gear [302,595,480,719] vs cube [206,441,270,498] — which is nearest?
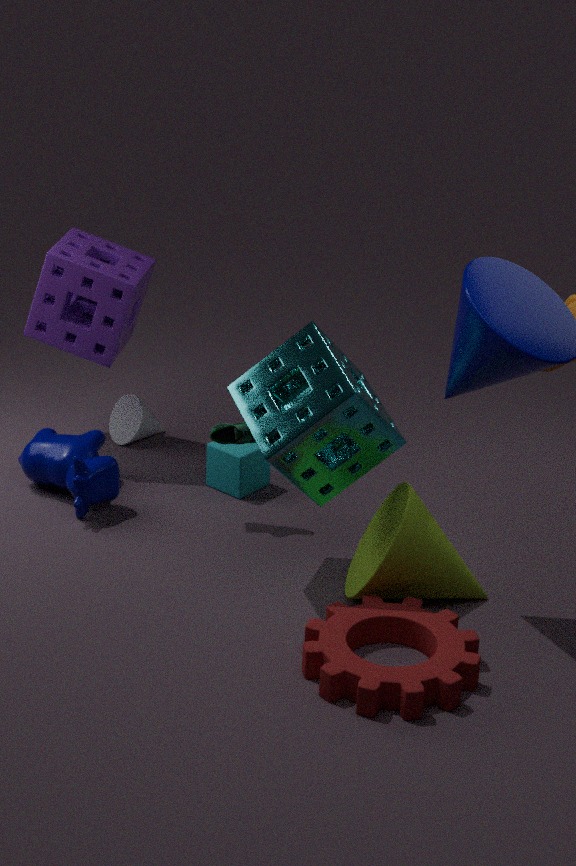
gear [302,595,480,719]
